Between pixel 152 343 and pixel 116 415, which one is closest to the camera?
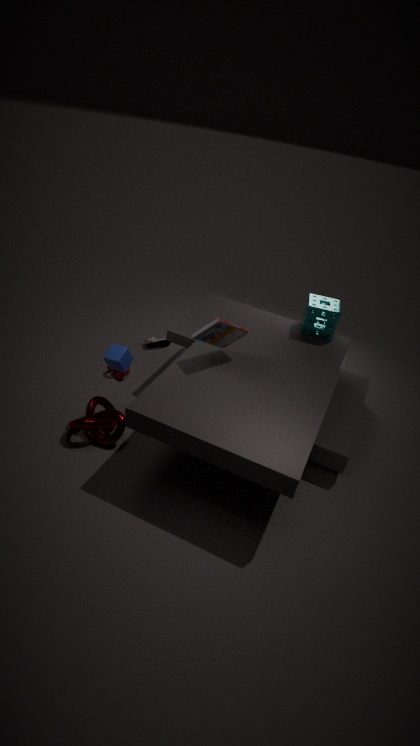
pixel 116 415
